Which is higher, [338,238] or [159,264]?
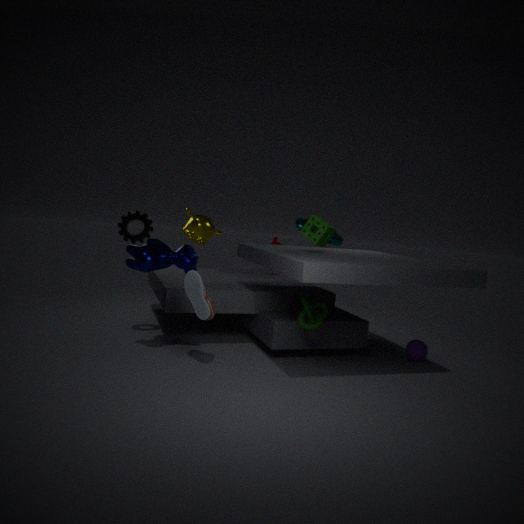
[338,238]
